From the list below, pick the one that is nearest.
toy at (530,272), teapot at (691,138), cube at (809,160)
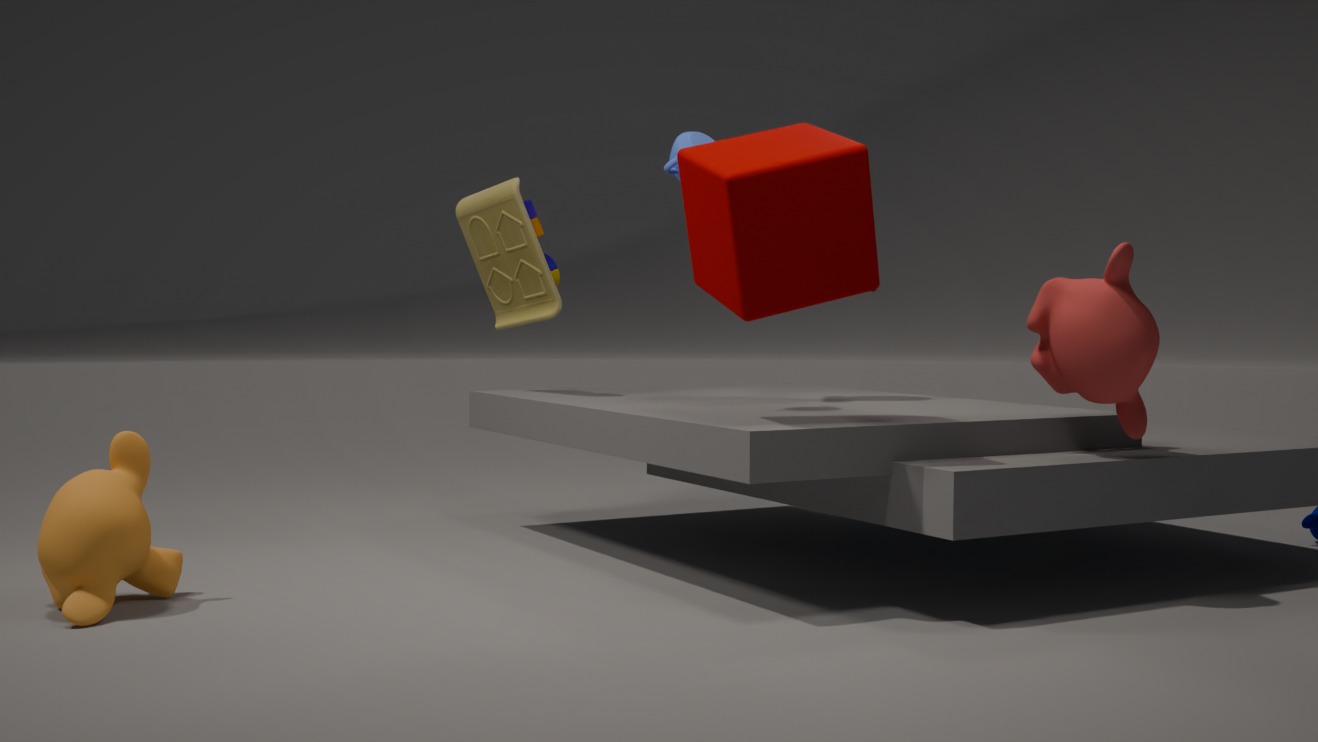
cube at (809,160)
